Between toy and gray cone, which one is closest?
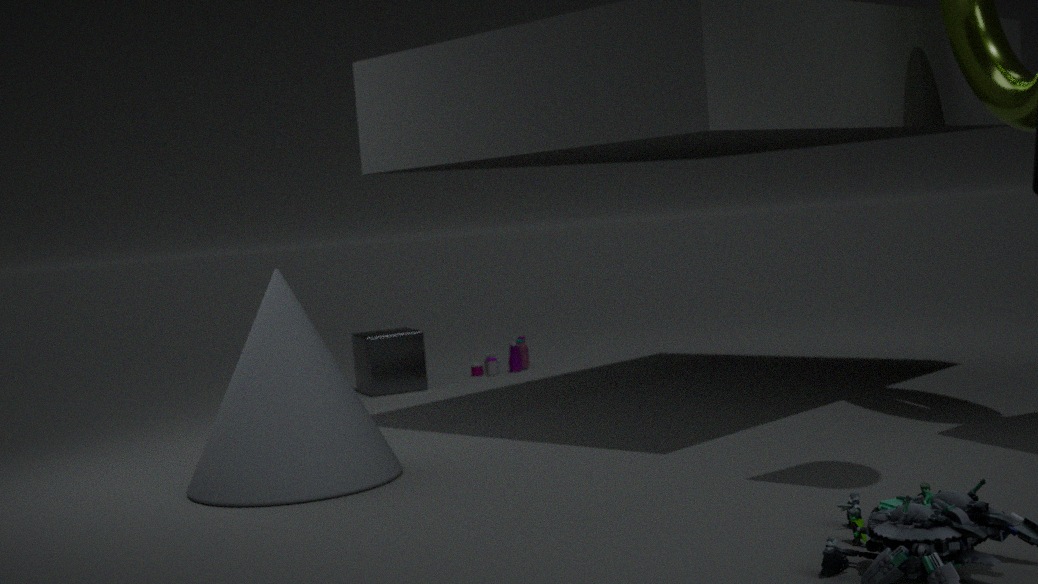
gray cone
